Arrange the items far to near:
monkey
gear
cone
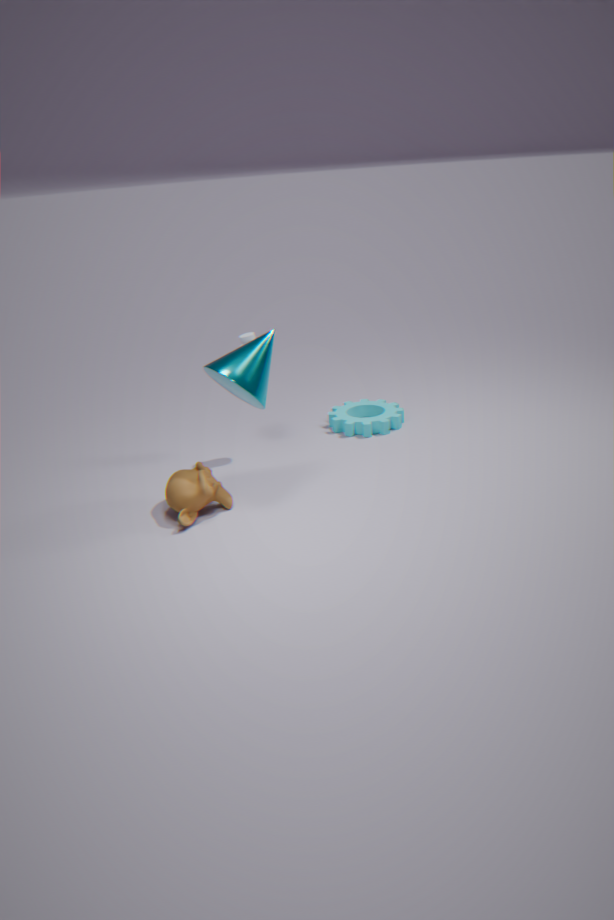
gear → monkey → cone
